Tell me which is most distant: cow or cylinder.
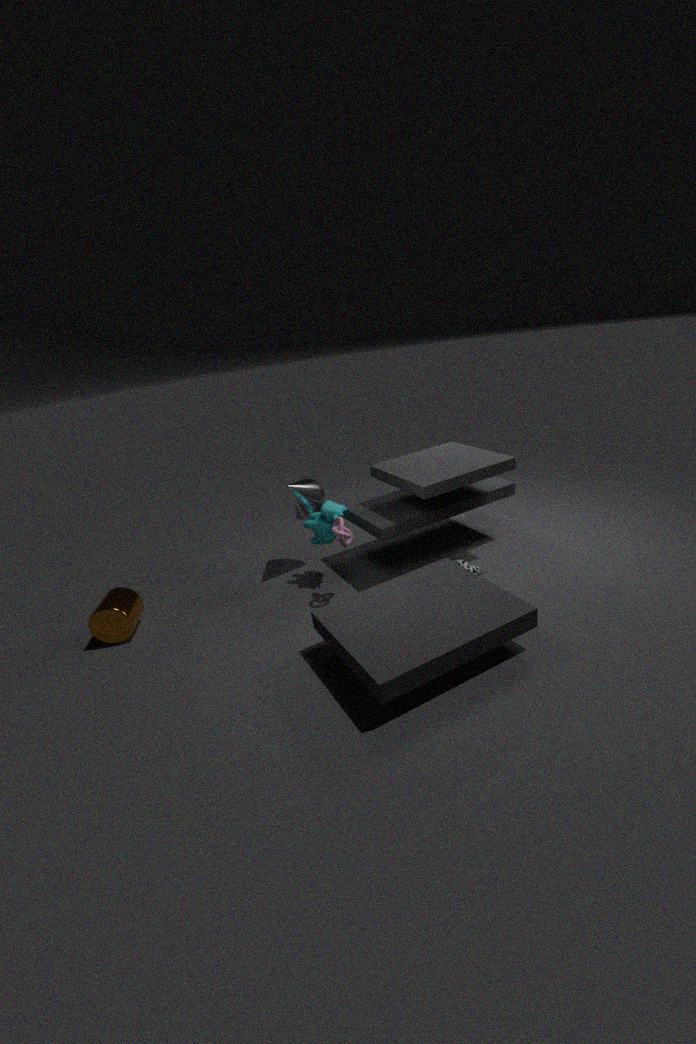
cow
